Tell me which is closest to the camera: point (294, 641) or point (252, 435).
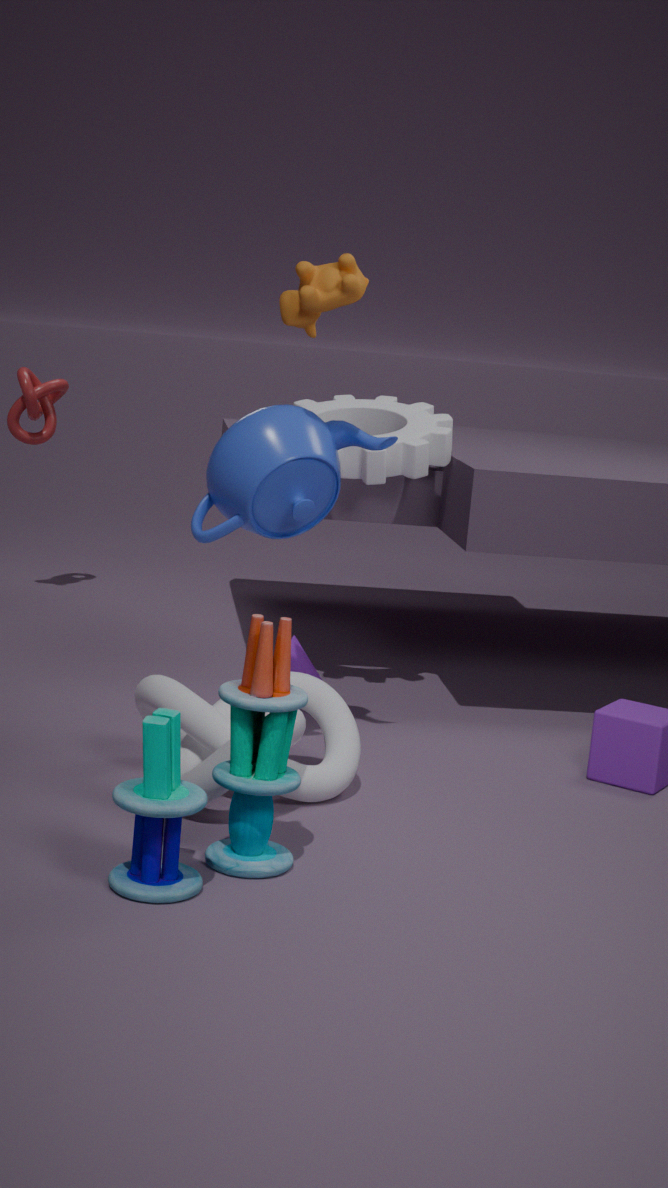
point (252, 435)
